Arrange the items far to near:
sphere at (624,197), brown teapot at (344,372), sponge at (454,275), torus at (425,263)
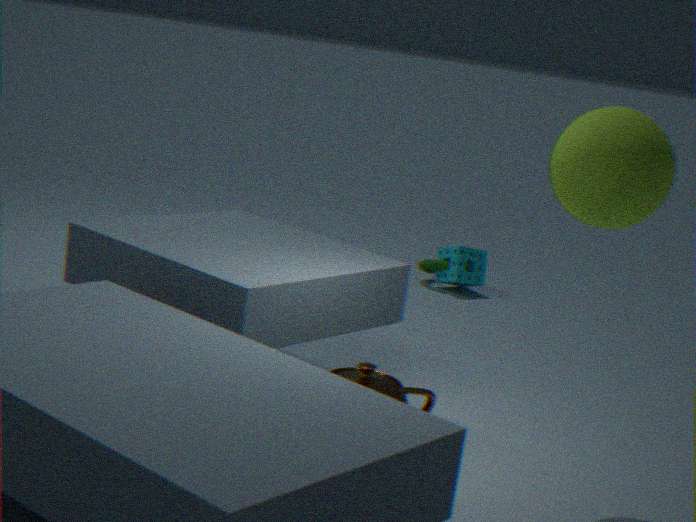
torus at (425,263) → sponge at (454,275) → brown teapot at (344,372) → sphere at (624,197)
